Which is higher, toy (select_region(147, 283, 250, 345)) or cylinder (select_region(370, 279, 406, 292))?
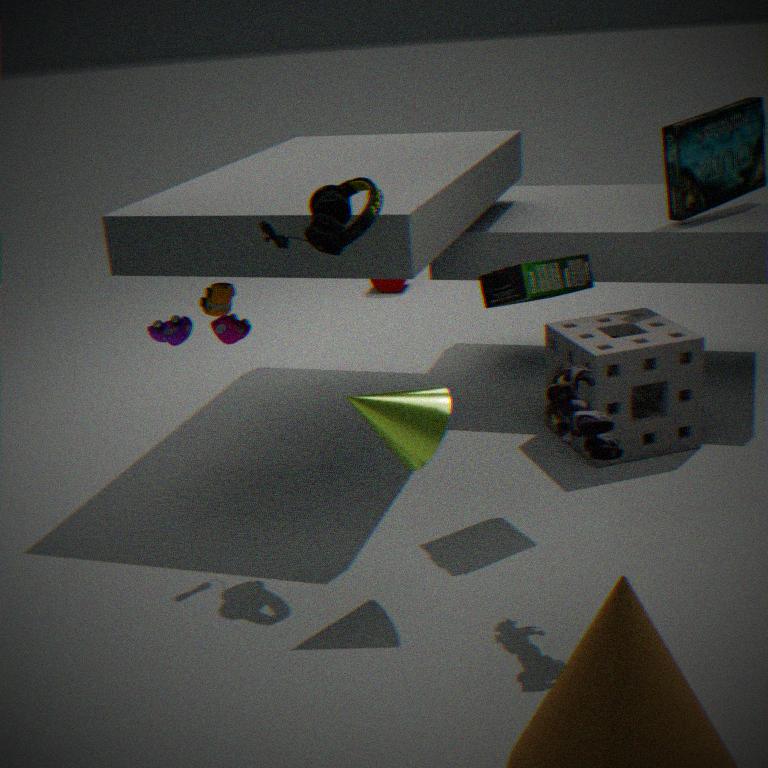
toy (select_region(147, 283, 250, 345))
